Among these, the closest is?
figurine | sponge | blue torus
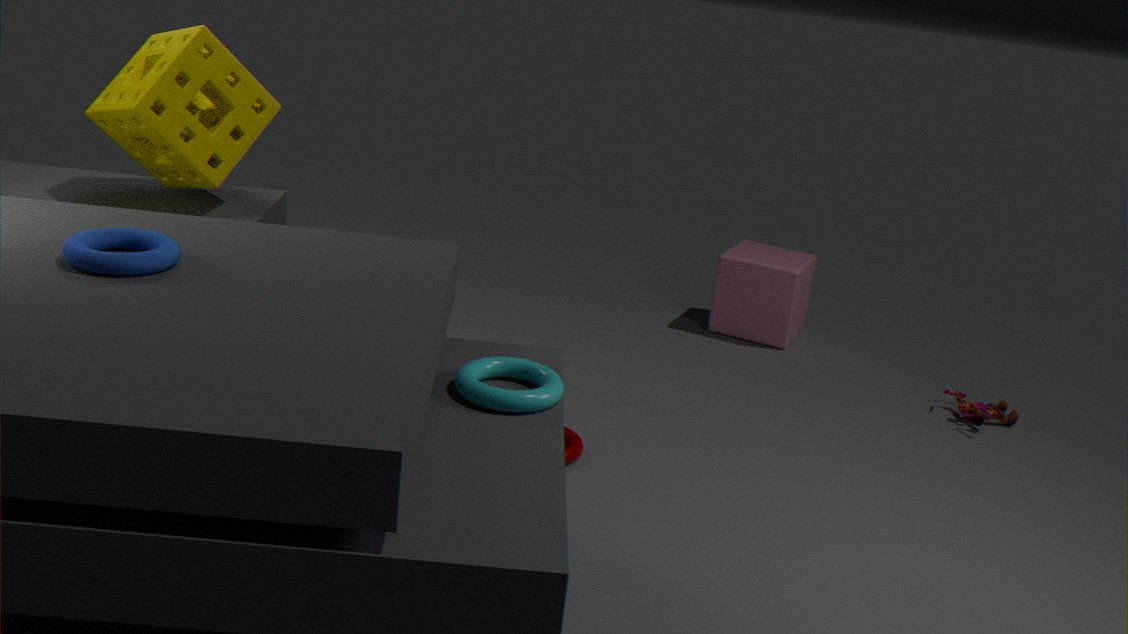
blue torus
